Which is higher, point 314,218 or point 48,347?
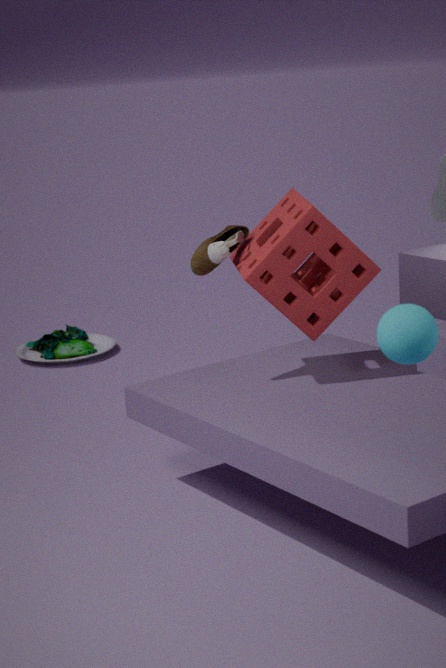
point 314,218
